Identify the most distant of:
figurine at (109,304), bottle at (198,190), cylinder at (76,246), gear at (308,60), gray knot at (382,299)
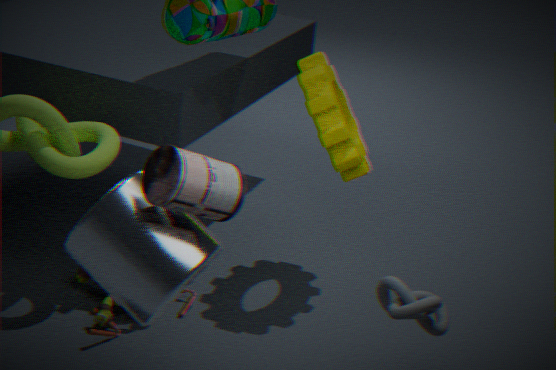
gear at (308,60)
